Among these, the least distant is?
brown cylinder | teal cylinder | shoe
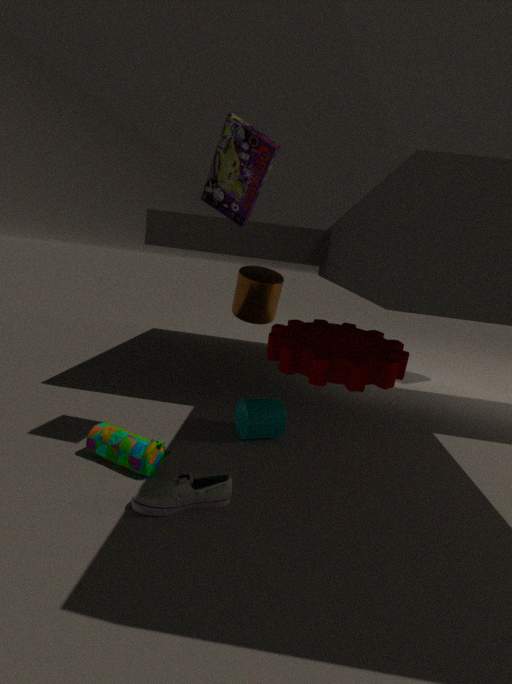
shoe
